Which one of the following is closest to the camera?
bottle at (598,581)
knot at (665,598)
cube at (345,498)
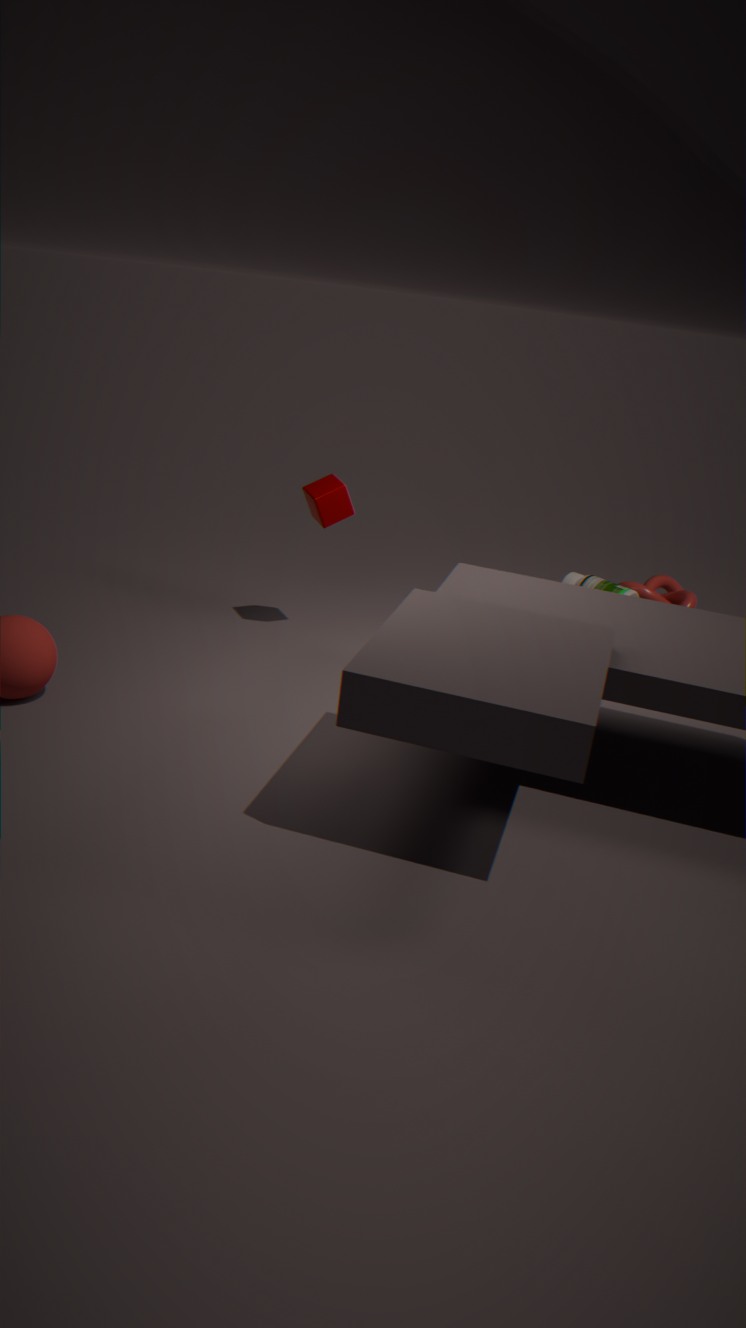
cube at (345,498)
